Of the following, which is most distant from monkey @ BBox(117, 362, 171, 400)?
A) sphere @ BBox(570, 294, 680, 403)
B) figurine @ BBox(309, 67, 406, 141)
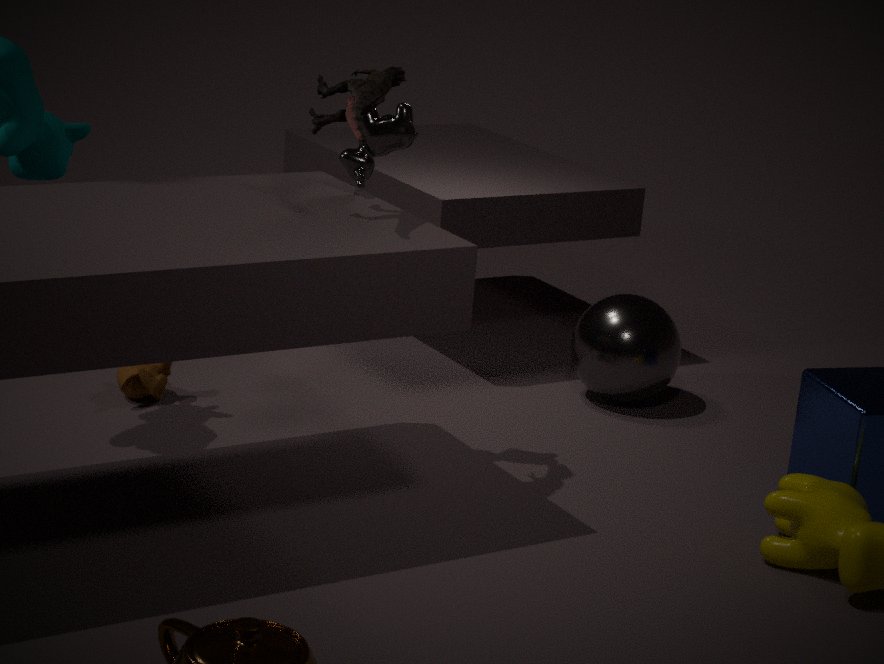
sphere @ BBox(570, 294, 680, 403)
